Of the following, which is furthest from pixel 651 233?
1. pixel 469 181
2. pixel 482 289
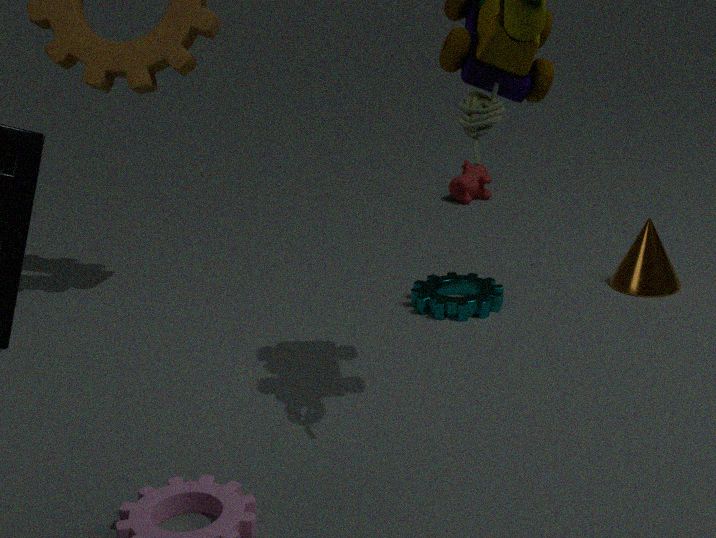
pixel 469 181
